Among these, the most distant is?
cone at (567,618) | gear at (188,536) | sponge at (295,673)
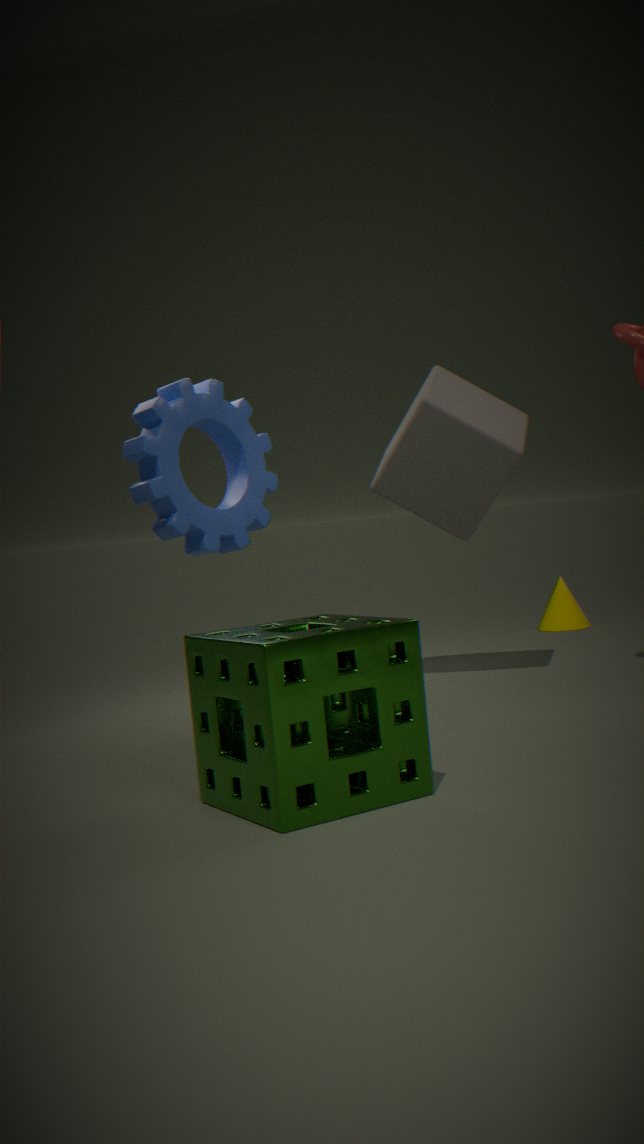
cone at (567,618)
